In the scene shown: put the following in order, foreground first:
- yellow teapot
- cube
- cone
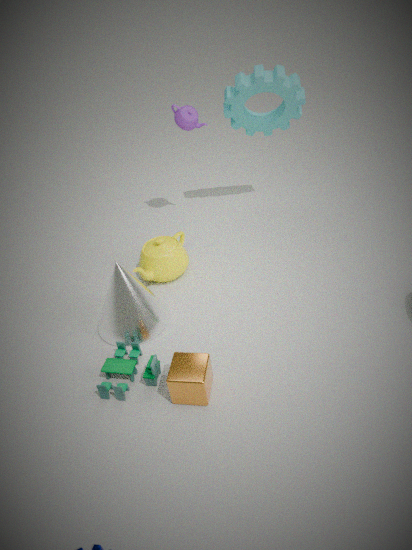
cube
cone
yellow teapot
